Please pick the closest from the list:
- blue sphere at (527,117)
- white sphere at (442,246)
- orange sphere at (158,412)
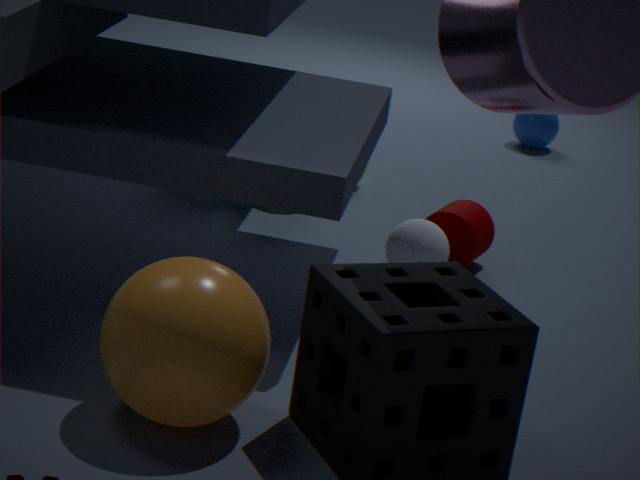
orange sphere at (158,412)
